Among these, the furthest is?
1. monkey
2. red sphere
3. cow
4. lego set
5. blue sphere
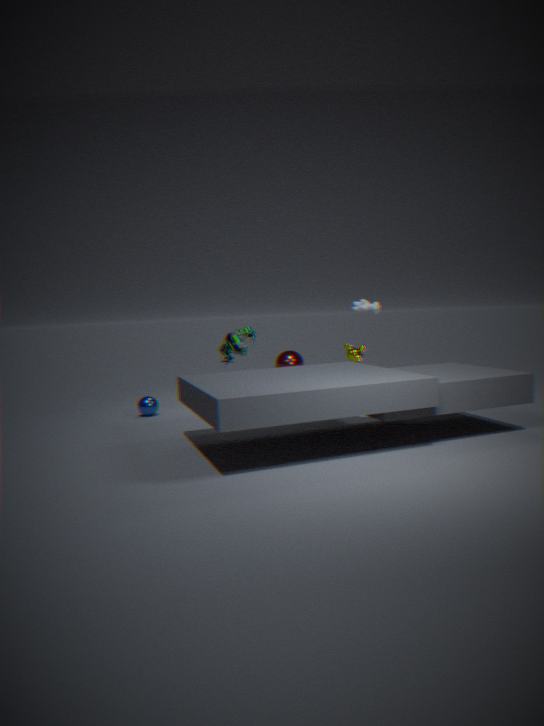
red sphere
